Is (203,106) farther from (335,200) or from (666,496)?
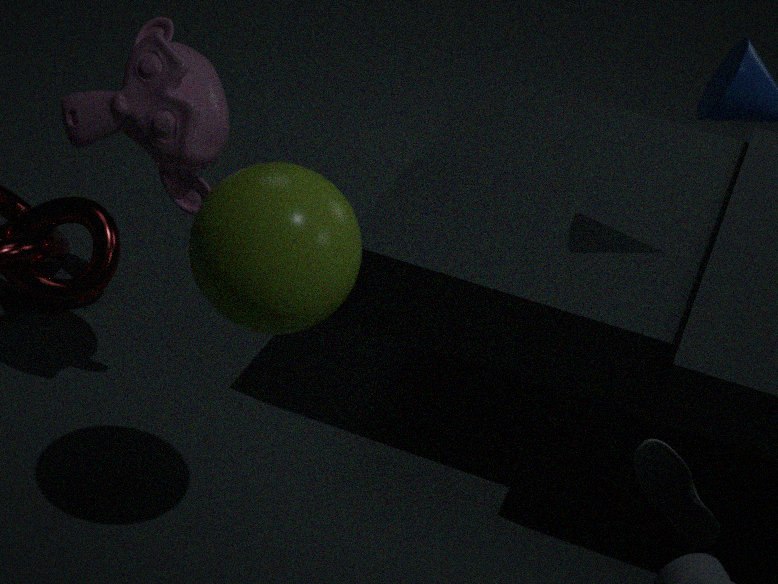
(666,496)
